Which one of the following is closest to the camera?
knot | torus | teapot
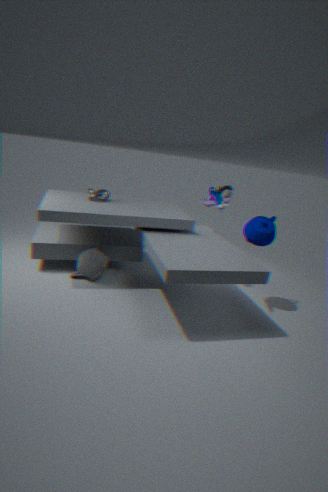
teapot
